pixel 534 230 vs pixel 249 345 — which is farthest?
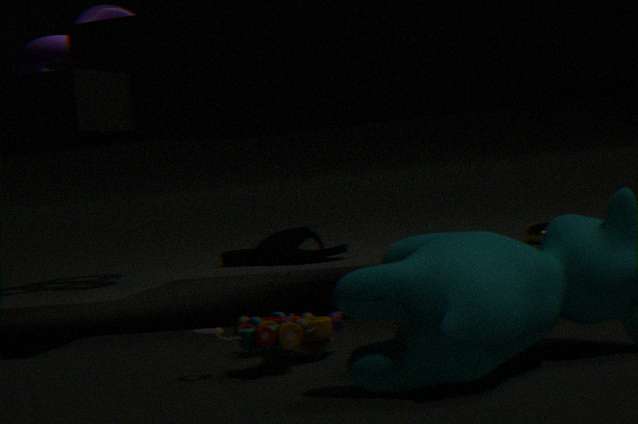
pixel 534 230
